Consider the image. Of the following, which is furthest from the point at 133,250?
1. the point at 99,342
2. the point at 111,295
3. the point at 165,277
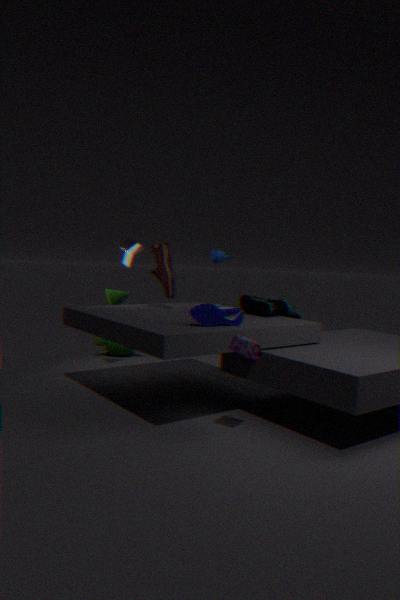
the point at 99,342
